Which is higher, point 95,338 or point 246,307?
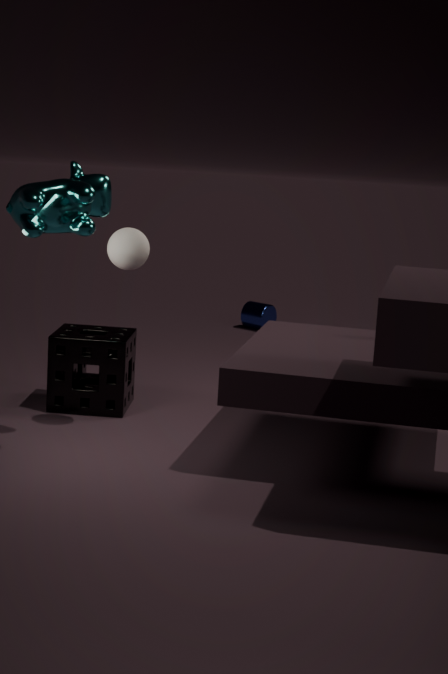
point 95,338
